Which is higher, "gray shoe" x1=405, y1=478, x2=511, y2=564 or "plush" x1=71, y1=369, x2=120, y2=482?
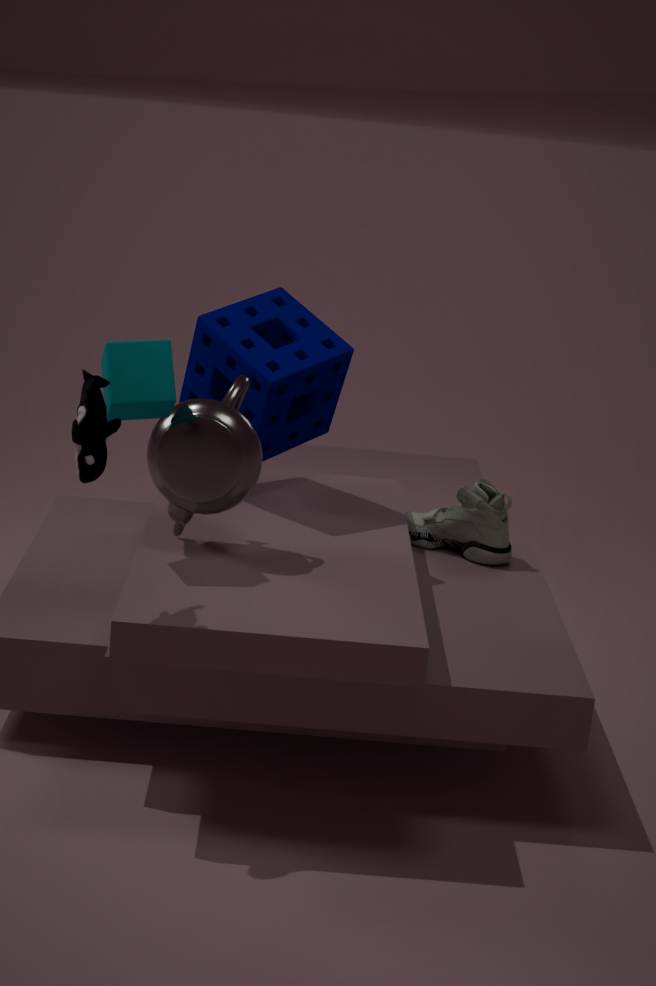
"plush" x1=71, y1=369, x2=120, y2=482
